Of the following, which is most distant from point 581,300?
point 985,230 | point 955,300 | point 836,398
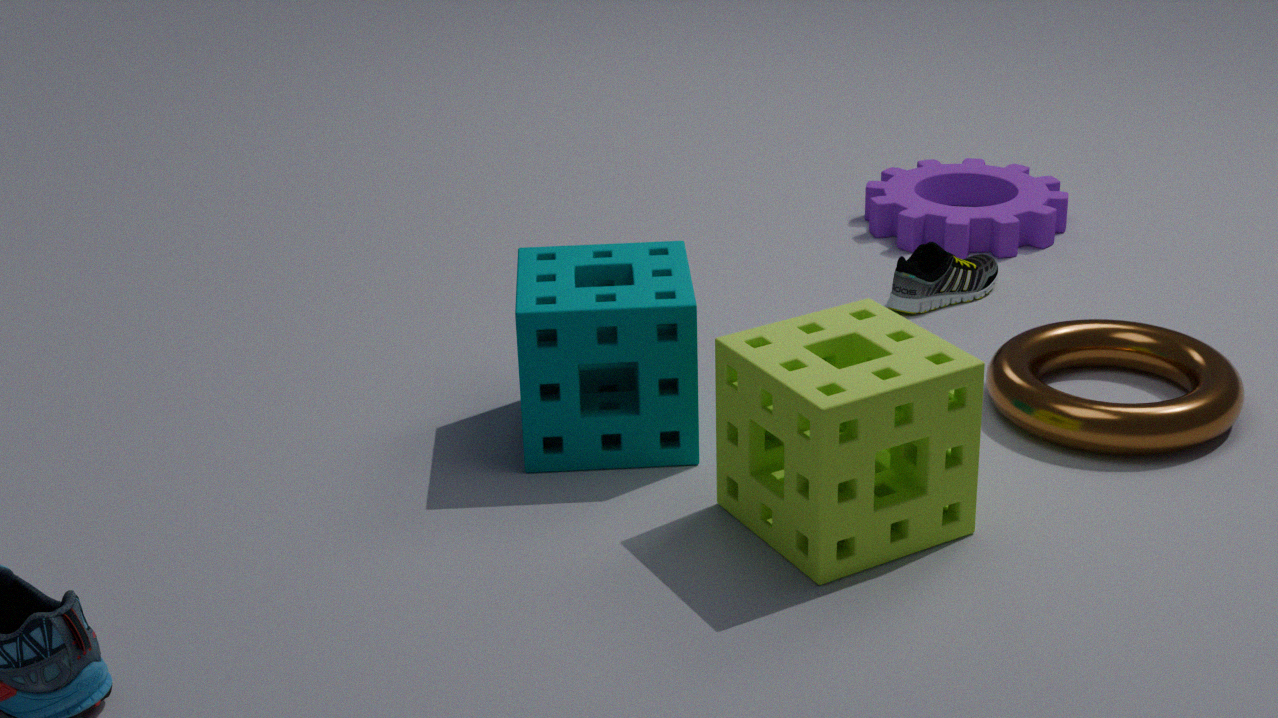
point 985,230
